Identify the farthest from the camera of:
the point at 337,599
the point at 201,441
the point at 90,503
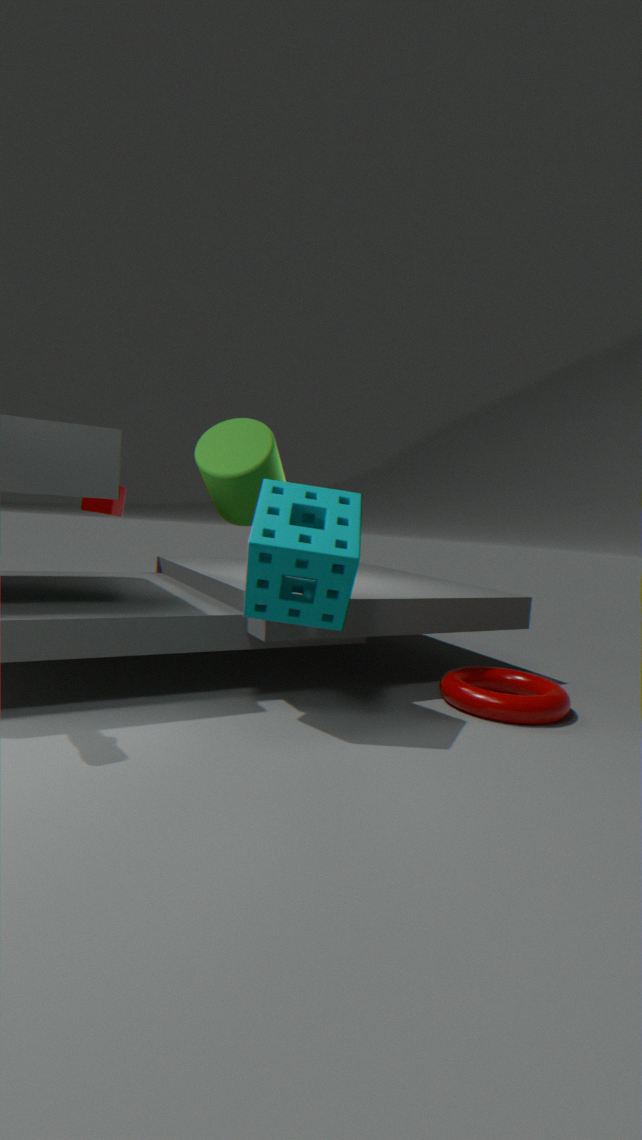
the point at 90,503
